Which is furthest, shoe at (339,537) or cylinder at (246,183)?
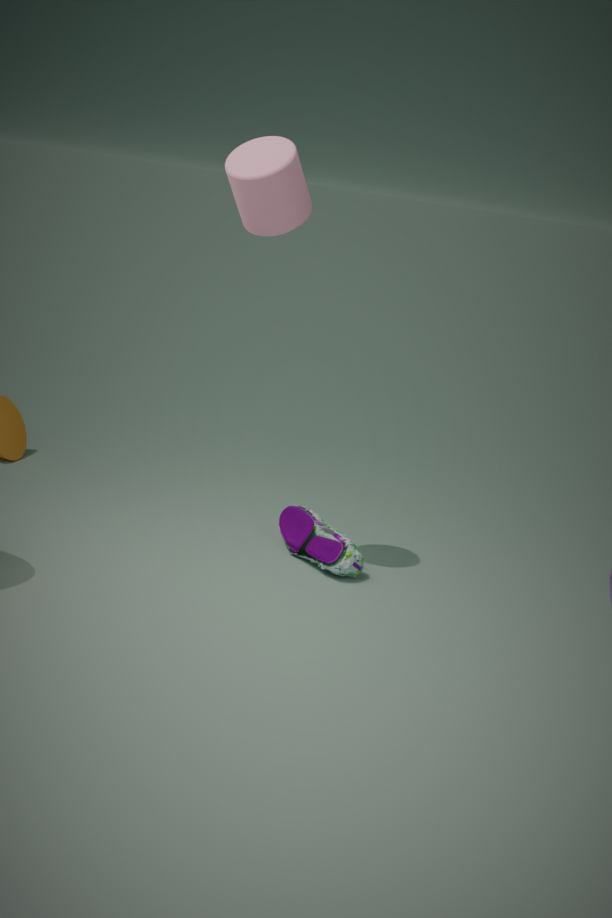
shoe at (339,537)
